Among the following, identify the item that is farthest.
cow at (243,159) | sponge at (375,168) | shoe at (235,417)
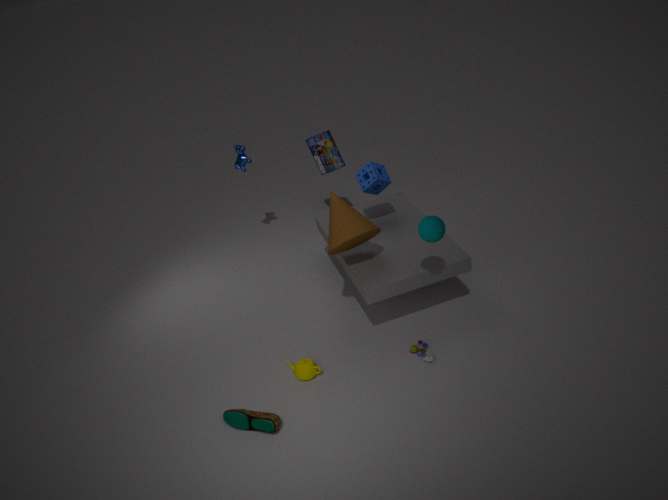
cow at (243,159)
